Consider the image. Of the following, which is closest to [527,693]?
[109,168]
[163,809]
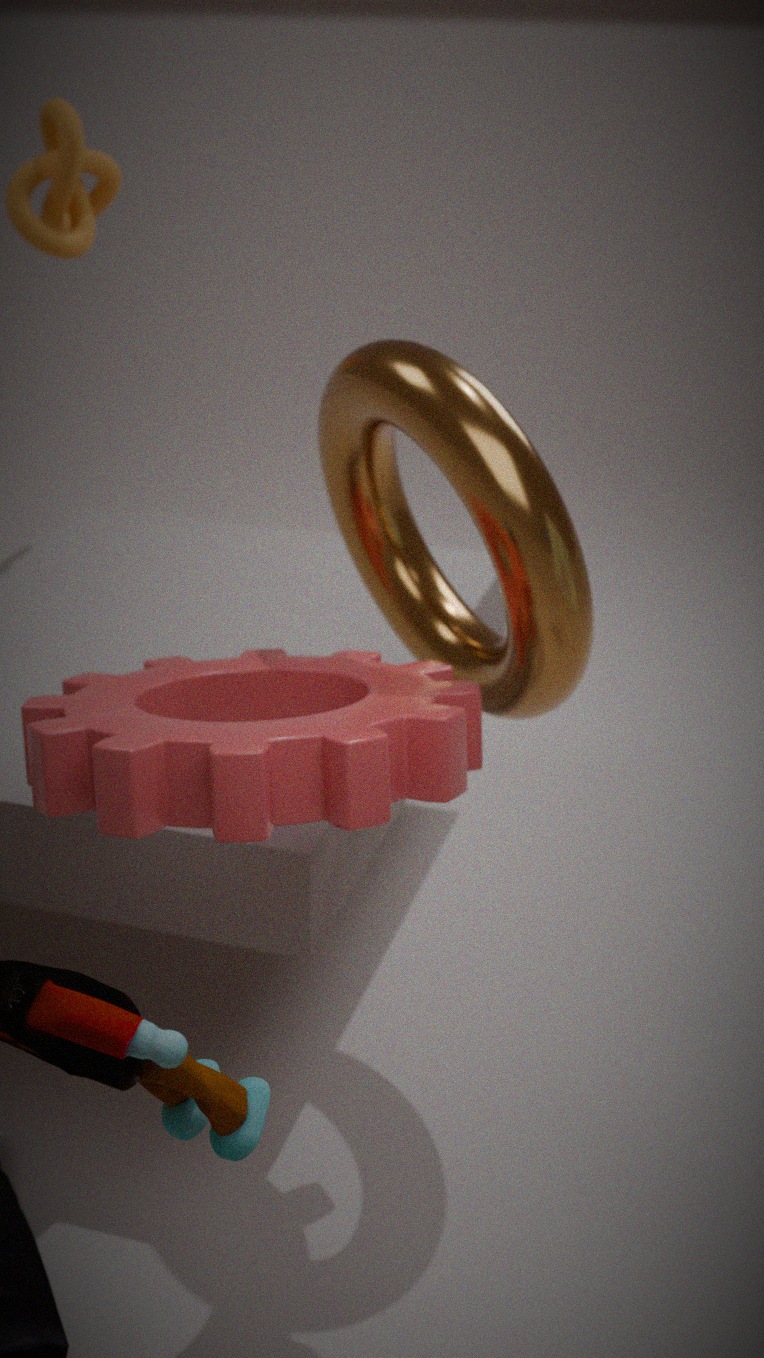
[163,809]
